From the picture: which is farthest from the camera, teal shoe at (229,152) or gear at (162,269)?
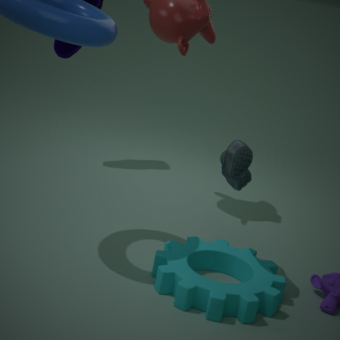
teal shoe at (229,152)
